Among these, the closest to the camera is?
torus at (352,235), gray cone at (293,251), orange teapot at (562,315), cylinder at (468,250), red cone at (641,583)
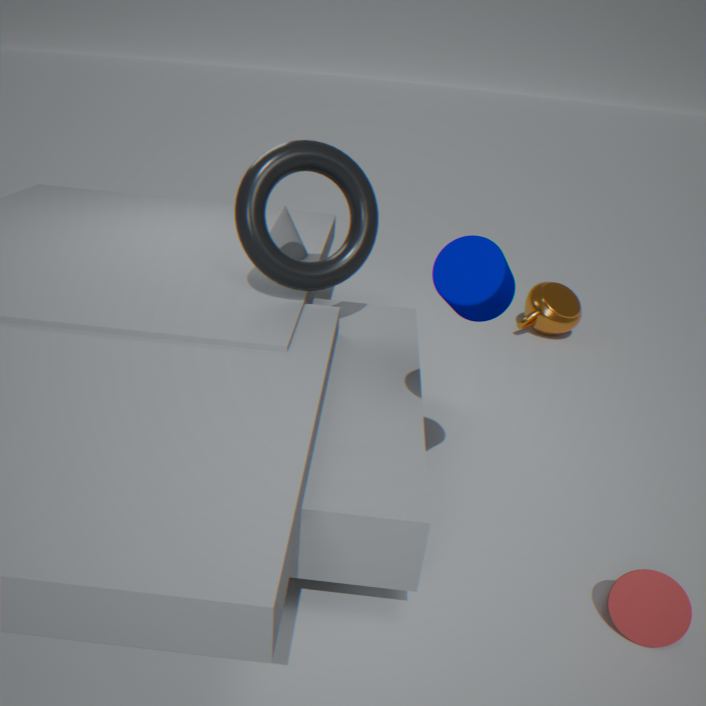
cylinder at (468,250)
